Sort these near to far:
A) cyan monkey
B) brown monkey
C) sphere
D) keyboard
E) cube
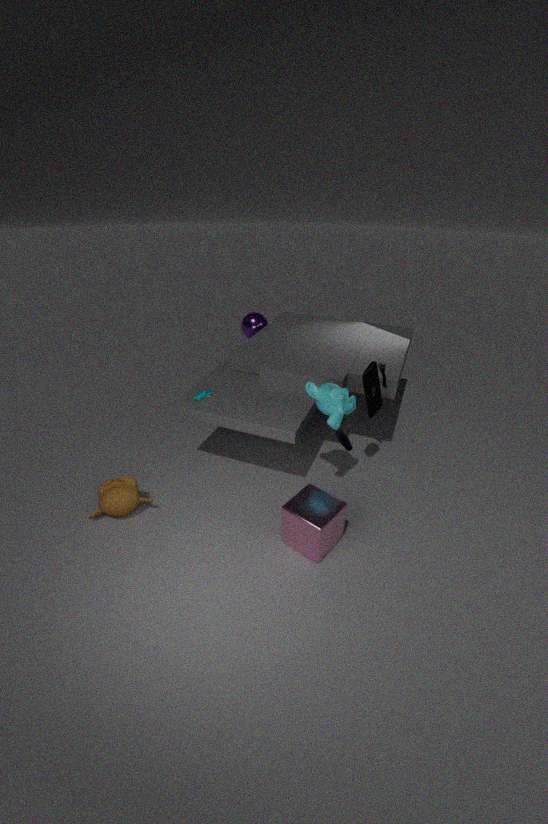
cube, cyan monkey, brown monkey, keyboard, sphere
